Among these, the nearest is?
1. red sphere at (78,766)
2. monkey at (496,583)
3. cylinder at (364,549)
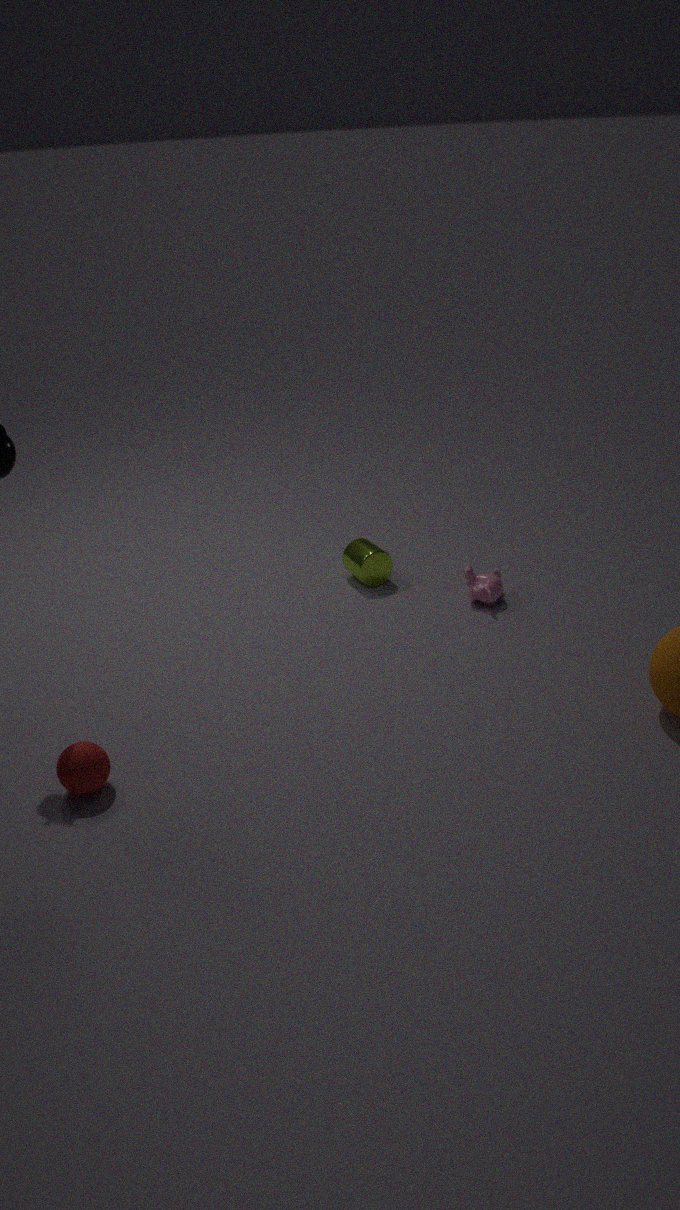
red sphere at (78,766)
